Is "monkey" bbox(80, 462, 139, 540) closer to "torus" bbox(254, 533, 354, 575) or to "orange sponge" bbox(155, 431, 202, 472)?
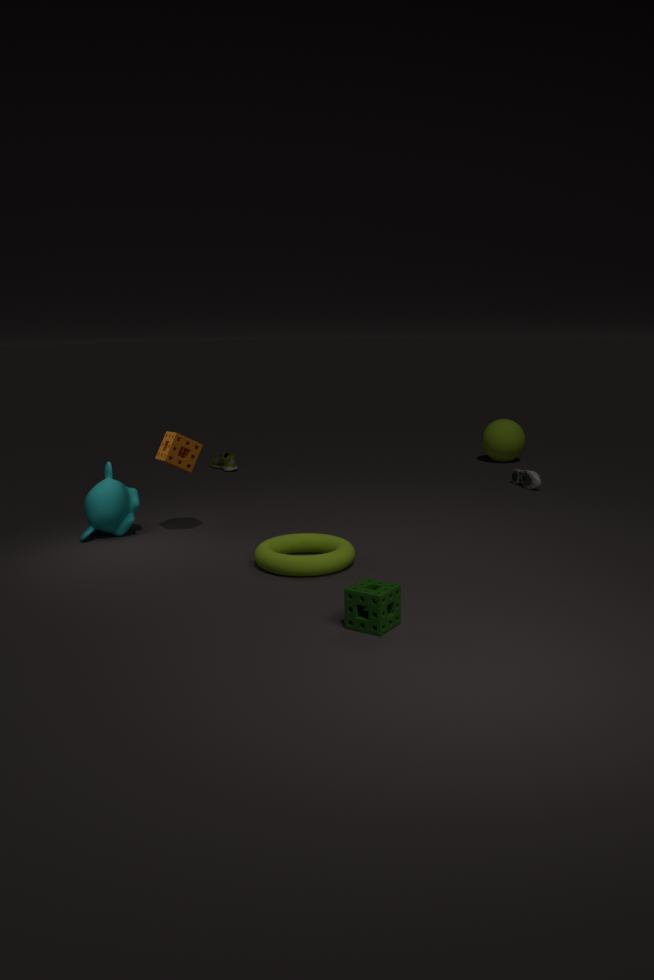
"orange sponge" bbox(155, 431, 202, 472)
